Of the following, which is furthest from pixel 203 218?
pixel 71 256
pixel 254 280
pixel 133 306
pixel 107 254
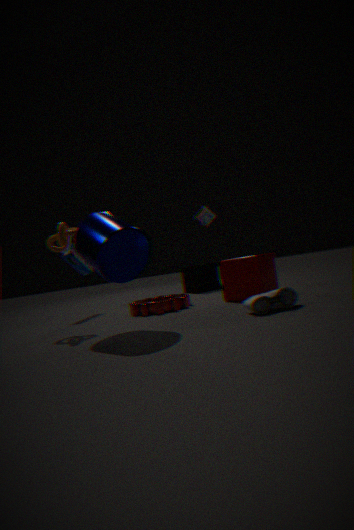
pixel 107 254
